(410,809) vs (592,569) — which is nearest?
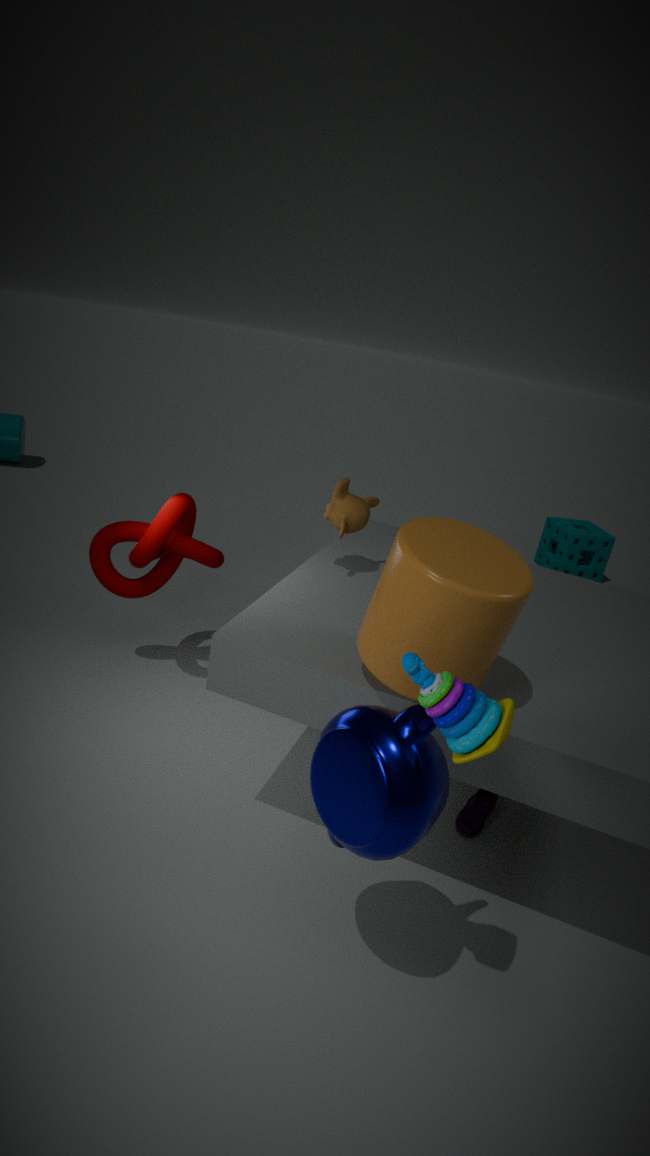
(410,809)
